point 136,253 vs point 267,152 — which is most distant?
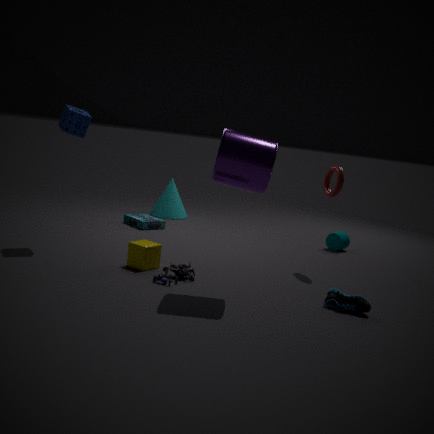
point 136,253
